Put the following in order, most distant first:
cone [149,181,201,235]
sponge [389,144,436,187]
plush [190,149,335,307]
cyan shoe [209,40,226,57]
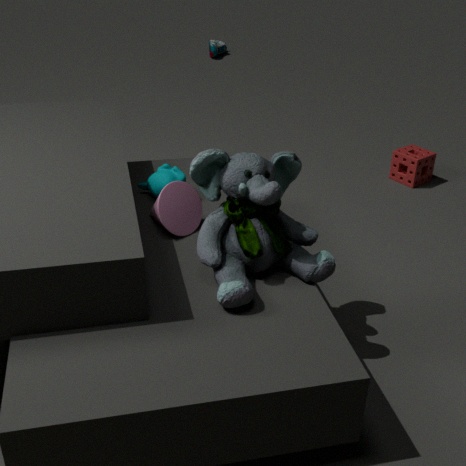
cyan shoe [209,40,226,57] < sponge [389,144,436,187] < cone [149,181,201,235] < plush [190,149,335,307]
